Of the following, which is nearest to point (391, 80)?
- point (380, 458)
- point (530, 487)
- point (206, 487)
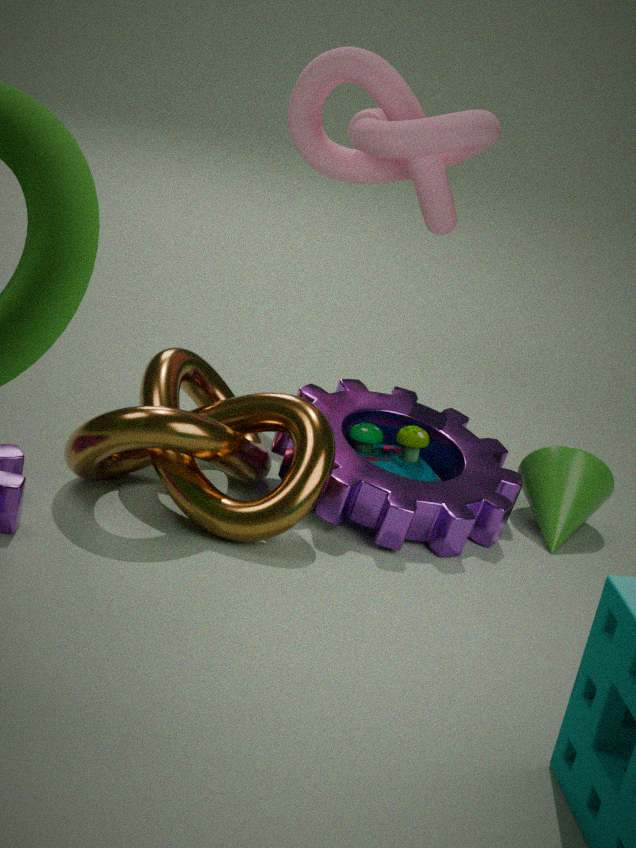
point (380, 458)
